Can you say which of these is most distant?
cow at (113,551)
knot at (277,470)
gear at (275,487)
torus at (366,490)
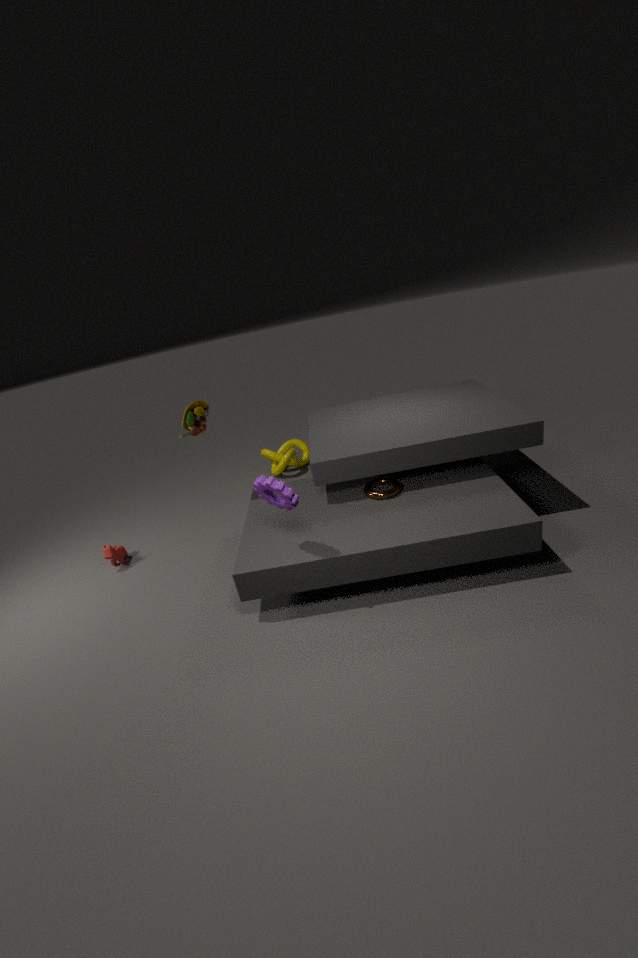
knot at (277,470)
